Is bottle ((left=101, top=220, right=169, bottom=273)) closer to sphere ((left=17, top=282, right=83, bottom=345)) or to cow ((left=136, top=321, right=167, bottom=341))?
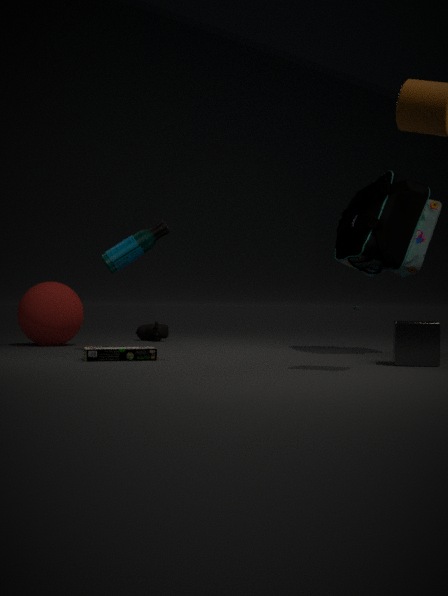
sphere ((left=17, top=282, right=83, bottom=345))
